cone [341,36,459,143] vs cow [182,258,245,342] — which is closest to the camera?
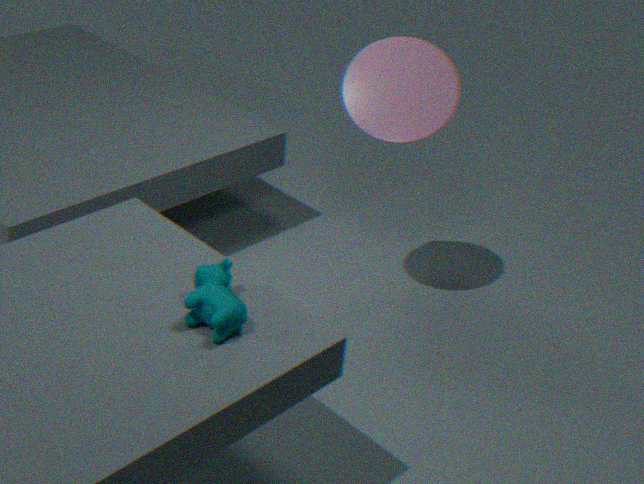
cow [182,258,245,342]
